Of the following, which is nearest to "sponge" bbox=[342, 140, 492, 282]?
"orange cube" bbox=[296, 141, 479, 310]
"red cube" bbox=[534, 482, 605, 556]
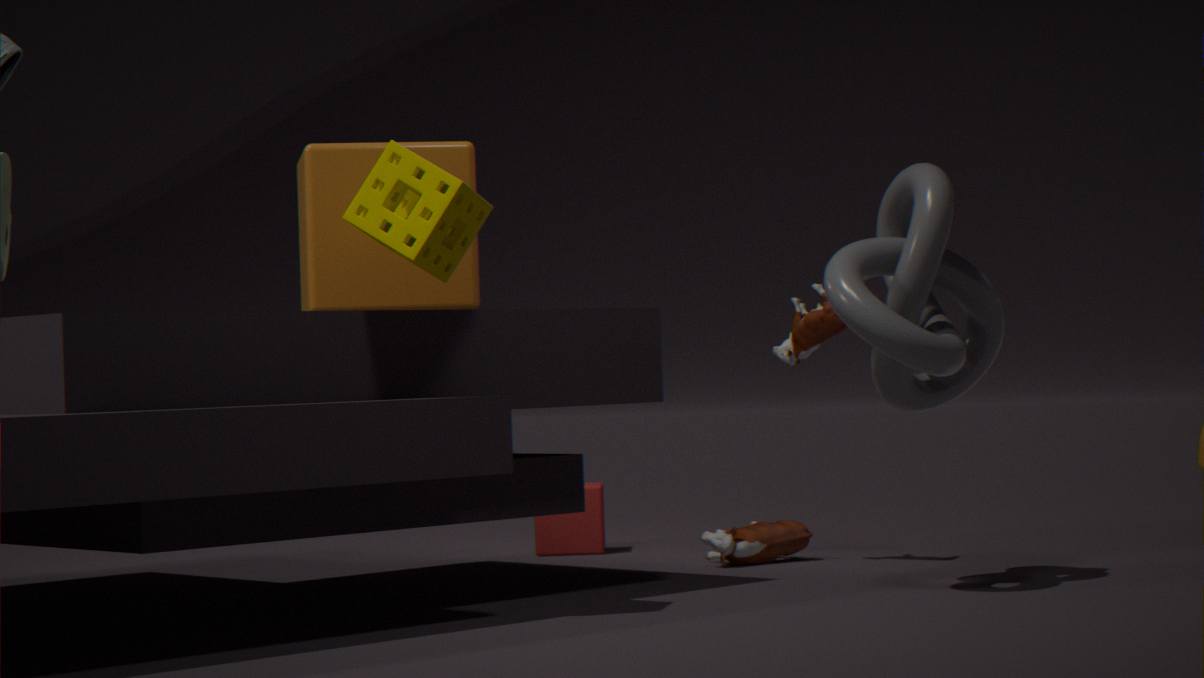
"orange cube" bbox=[296, 141, 479, 310]
